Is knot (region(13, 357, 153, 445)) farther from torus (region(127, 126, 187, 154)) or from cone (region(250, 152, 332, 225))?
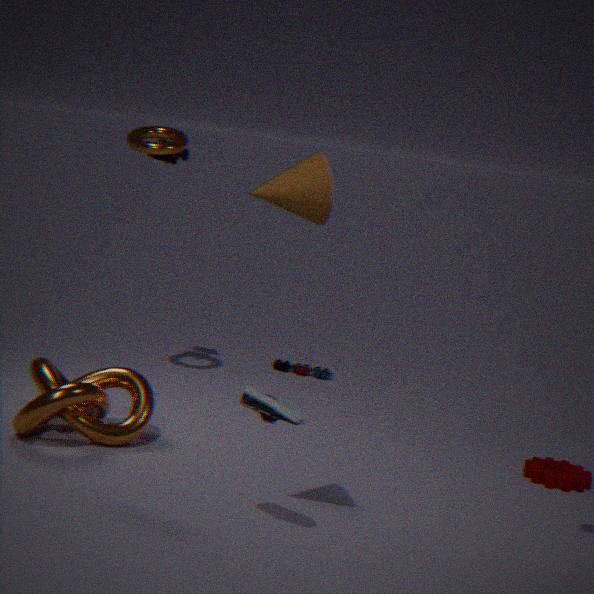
cone (region(250, 152, 332, 225))
